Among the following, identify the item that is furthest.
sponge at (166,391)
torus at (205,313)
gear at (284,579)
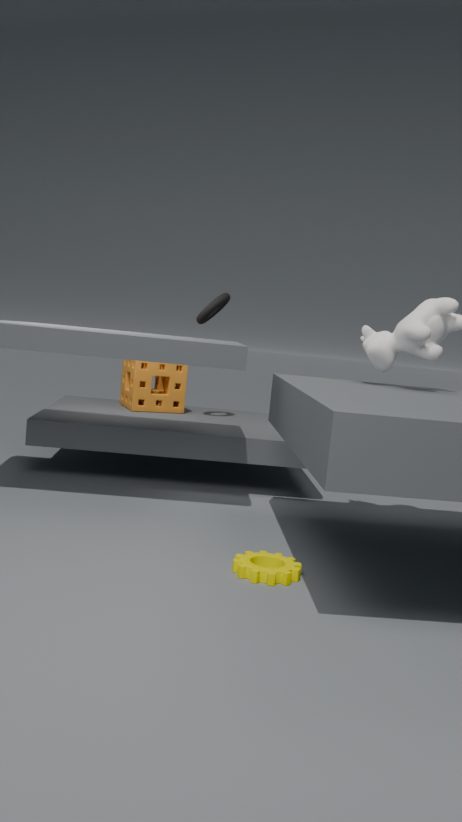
sponge at (166,391)
